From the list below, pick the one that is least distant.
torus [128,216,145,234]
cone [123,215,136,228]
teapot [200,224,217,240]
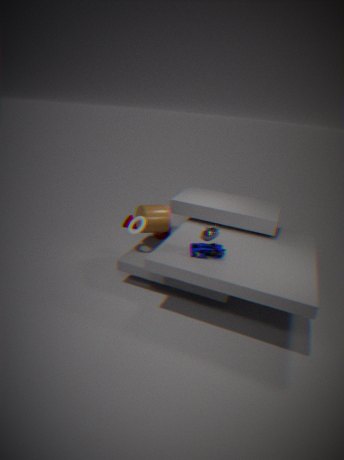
teapot [200,224,217,240]
